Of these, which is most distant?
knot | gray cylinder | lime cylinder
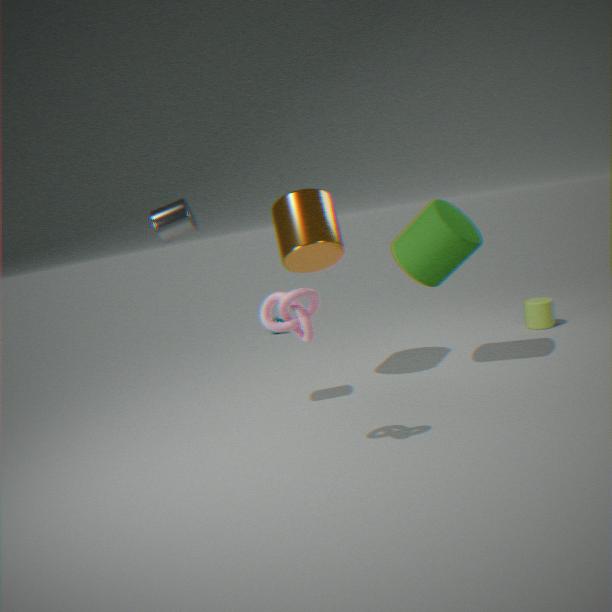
lime cylinder
